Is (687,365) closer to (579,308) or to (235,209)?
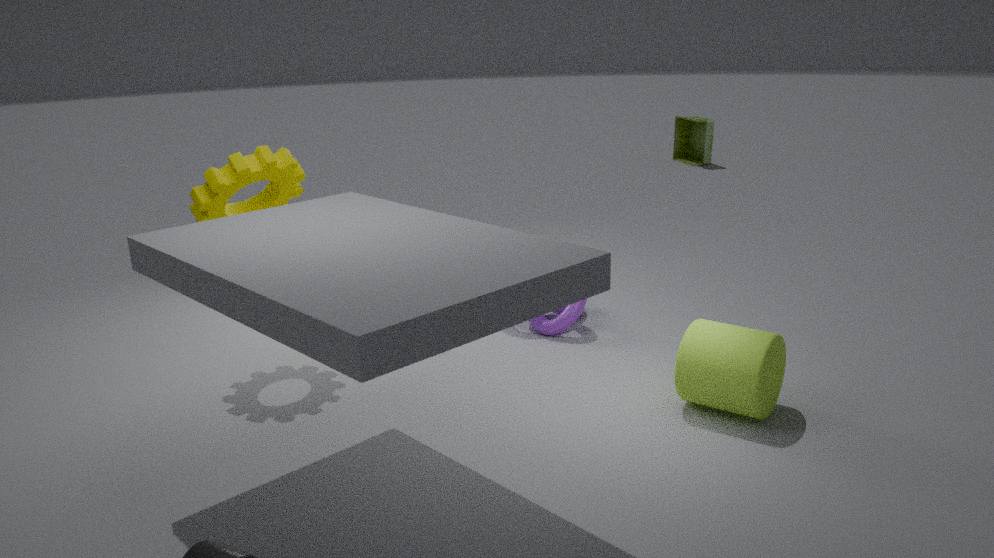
(579,308)
